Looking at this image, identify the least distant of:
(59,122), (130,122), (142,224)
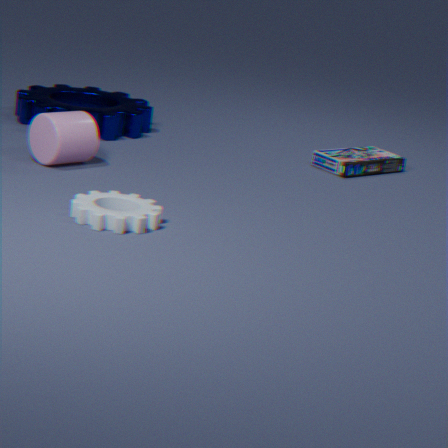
(142,224)
